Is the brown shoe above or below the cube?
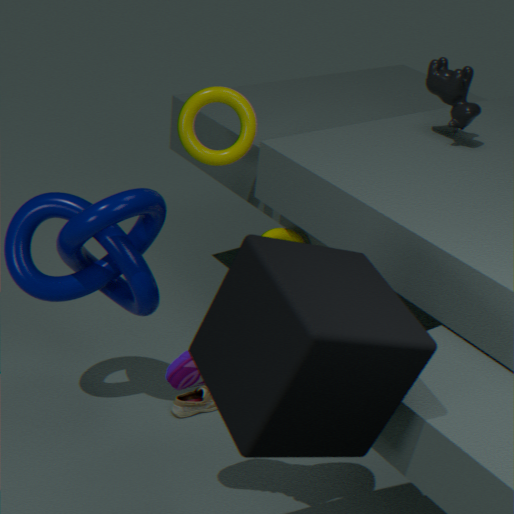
below
